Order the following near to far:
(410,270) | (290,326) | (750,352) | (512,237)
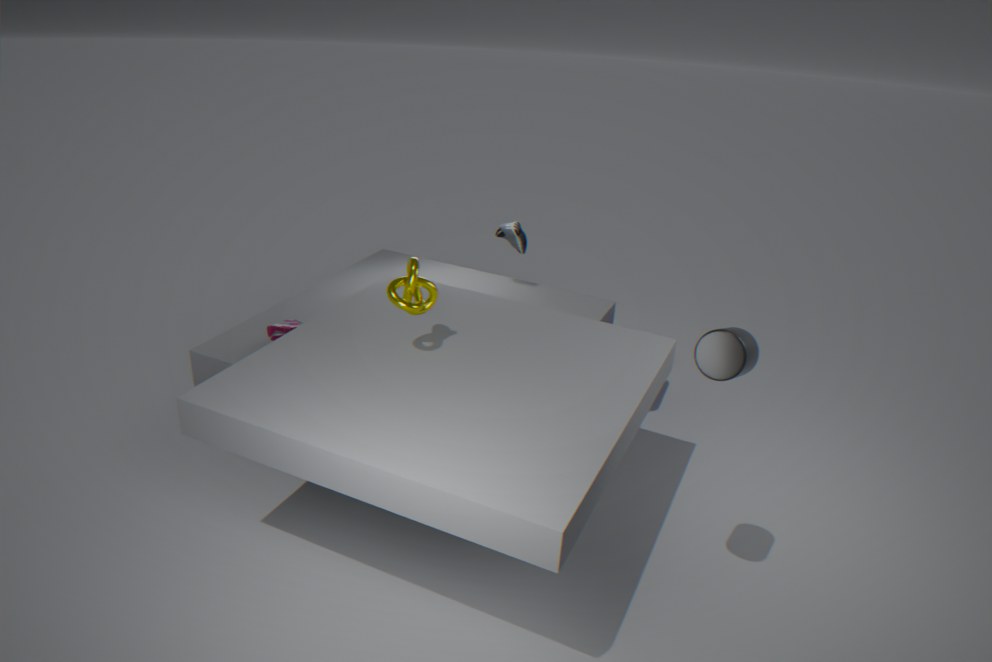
(750,352)
(410,270)
(290,326)
(512,237)
